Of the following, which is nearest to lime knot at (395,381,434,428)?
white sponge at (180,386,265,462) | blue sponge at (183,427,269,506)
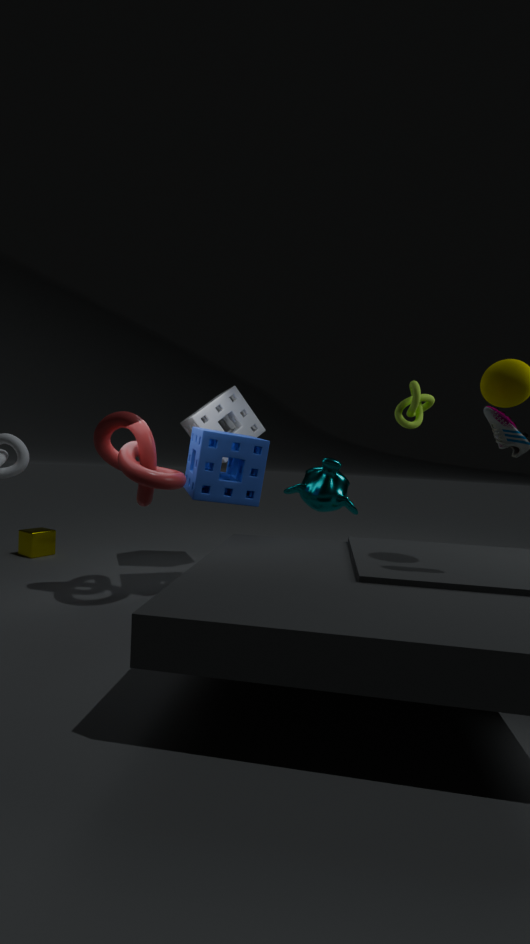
blue sponge at (183,427,269,506)
